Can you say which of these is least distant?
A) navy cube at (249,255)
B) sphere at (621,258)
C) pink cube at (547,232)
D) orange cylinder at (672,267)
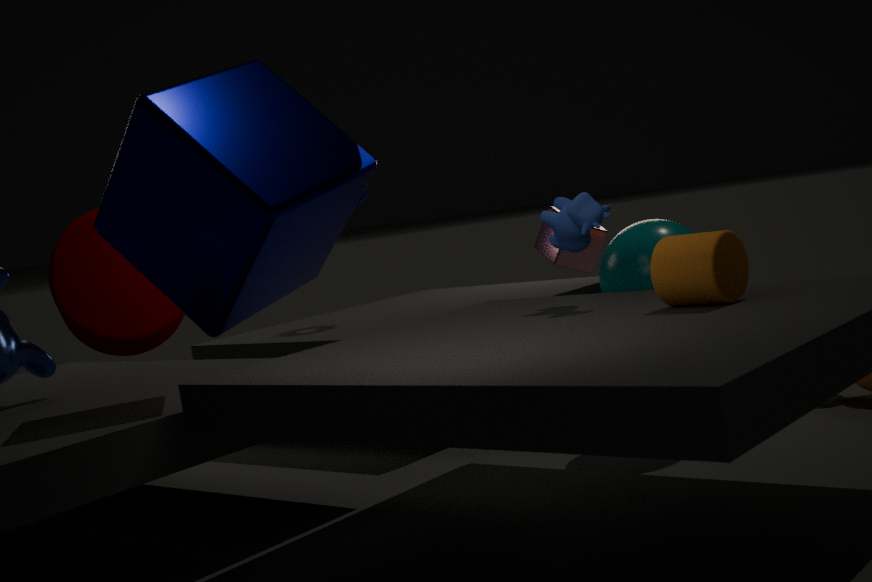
navy cube at (249,255)
